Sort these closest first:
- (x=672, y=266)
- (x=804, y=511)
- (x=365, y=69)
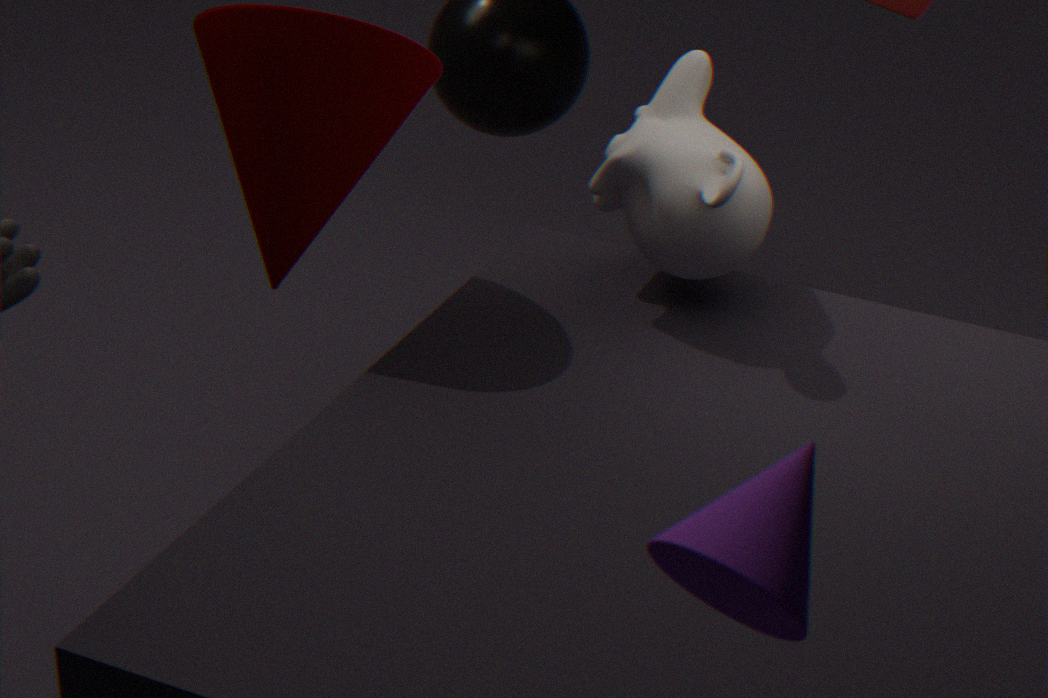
(x=804, y=511)
(x=365, y=69)
(x=672, y=266)
